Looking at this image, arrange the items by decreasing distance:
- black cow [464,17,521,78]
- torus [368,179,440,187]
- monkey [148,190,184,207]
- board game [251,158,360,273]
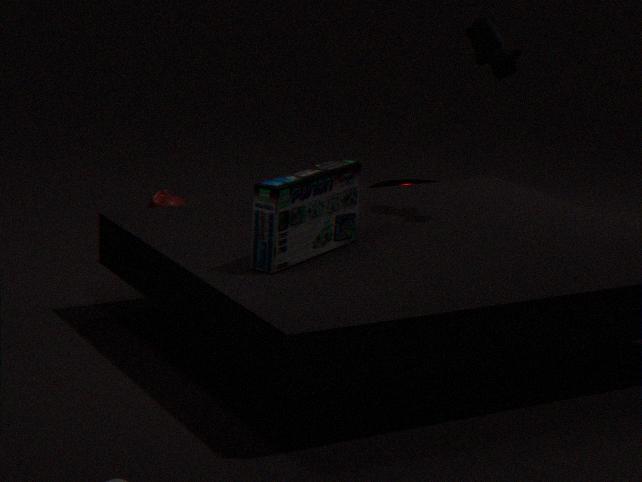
1. torus [368,179,440,187]
2. monkey [148,190,184,207]
3. black cow [464,17,521,78]
4. board game [251,158,360,273]
